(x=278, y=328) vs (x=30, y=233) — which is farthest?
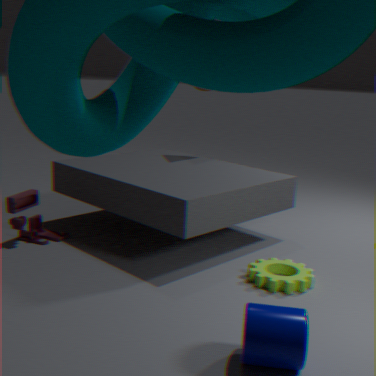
(x=30, y=233)
